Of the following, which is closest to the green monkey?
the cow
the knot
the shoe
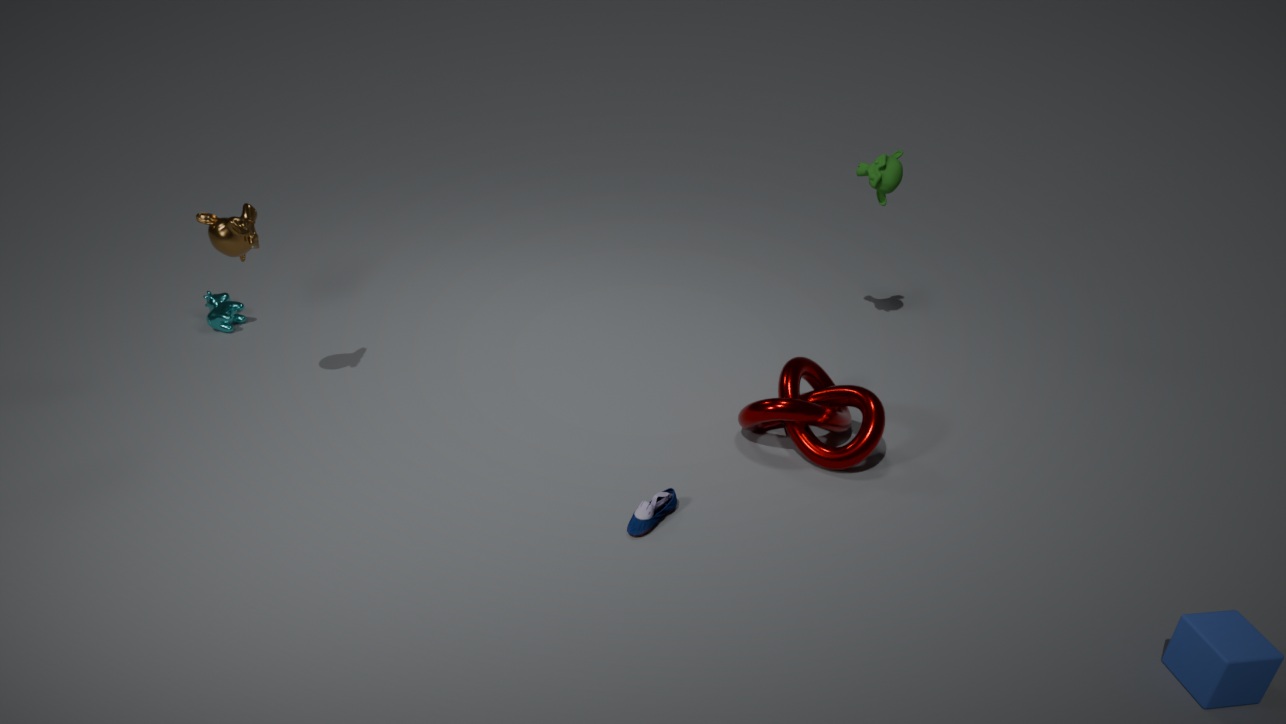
the knot
